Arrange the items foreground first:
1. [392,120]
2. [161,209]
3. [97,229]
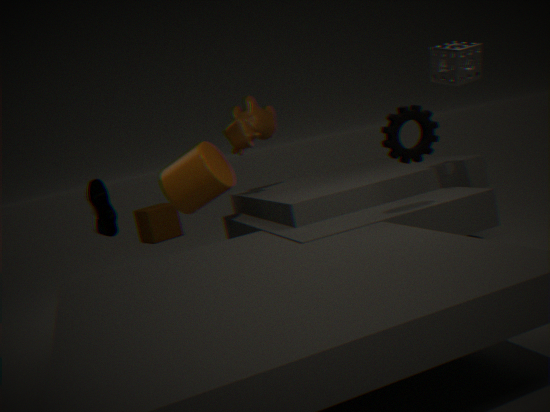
[392,120], [97,229], [161,209]
